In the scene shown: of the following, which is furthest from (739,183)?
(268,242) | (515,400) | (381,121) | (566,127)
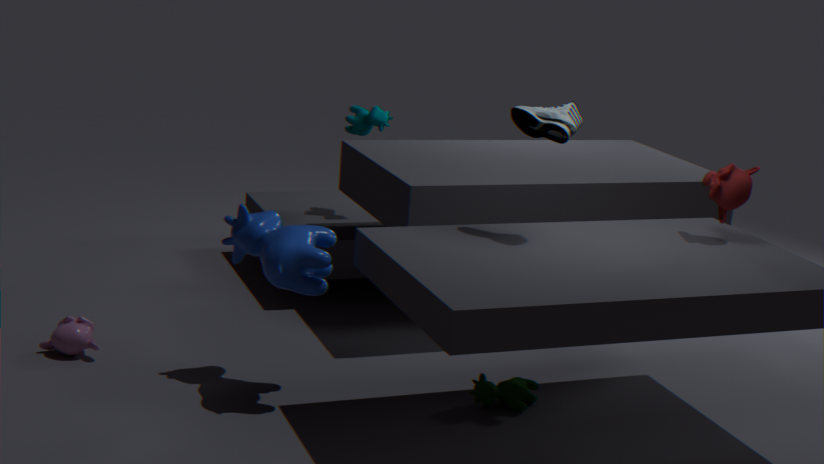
(381,121)
